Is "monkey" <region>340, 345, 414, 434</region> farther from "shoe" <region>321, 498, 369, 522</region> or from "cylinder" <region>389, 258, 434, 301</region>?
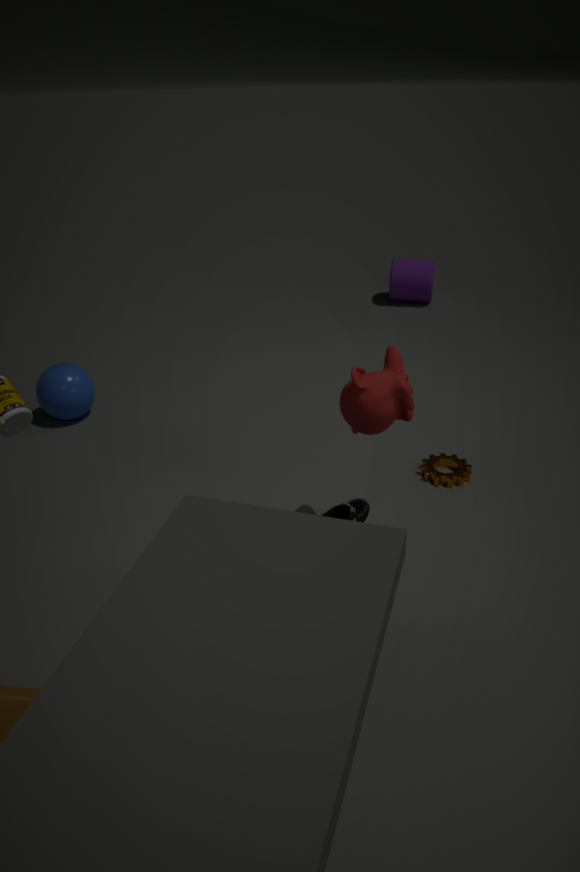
"cylinder" <region>389, 258, 434, 301</region>
